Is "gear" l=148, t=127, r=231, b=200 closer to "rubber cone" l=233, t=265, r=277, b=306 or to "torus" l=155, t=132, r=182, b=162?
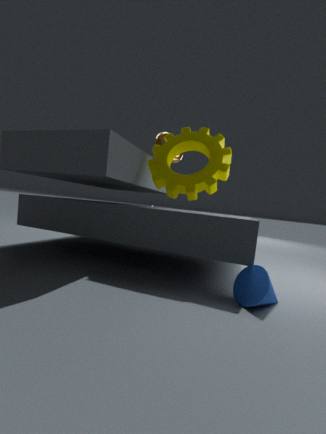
"torus" l=155, t=132, r=182, b=162
